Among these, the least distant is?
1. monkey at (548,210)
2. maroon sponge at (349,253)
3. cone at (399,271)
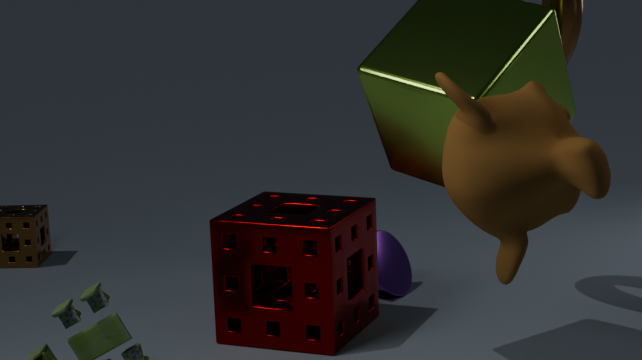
monkey at (548,210)
